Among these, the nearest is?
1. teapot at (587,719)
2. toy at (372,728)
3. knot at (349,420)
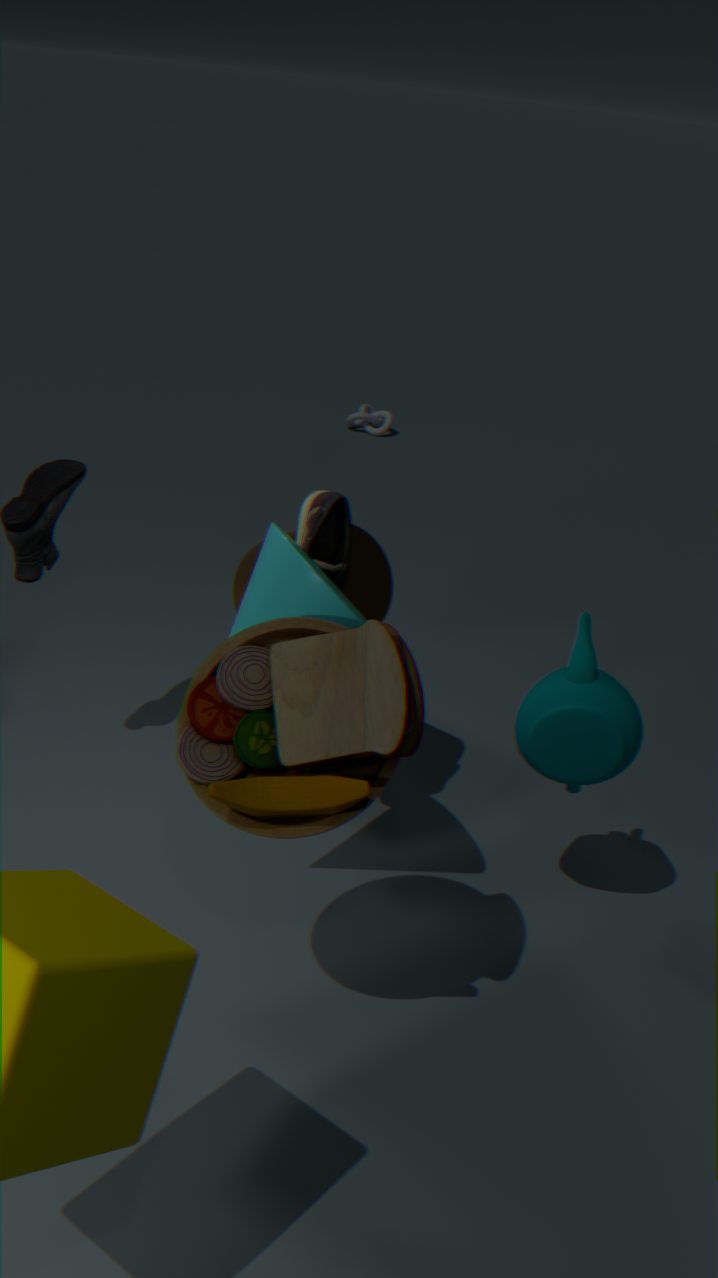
toy at (372,728)
